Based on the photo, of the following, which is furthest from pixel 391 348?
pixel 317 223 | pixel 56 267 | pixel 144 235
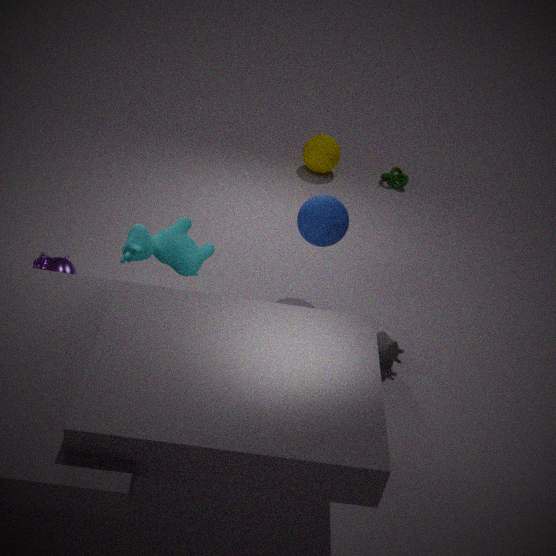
pixel 56 267
